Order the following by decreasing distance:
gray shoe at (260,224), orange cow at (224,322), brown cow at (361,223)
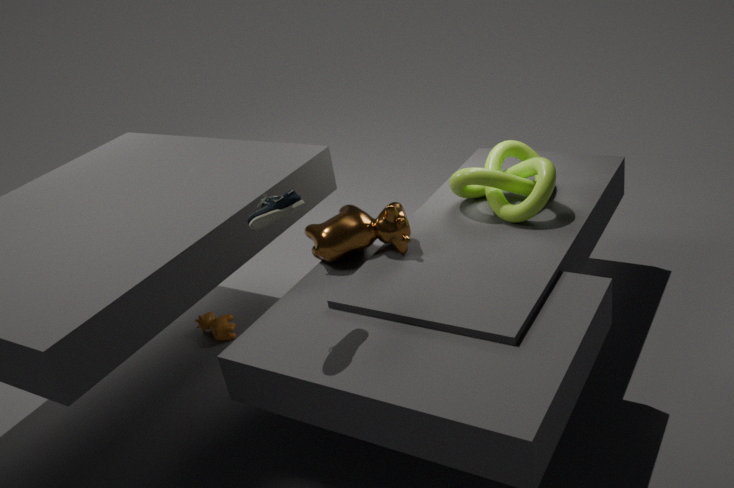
orange cow at (224,322)
brown cow at (361,223)
gray shoe at (260,224)
